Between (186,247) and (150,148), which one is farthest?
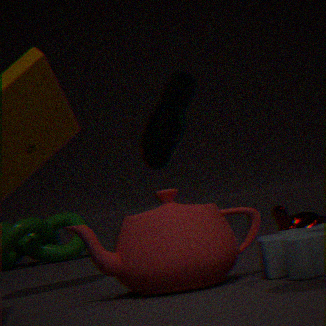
(150,148)
